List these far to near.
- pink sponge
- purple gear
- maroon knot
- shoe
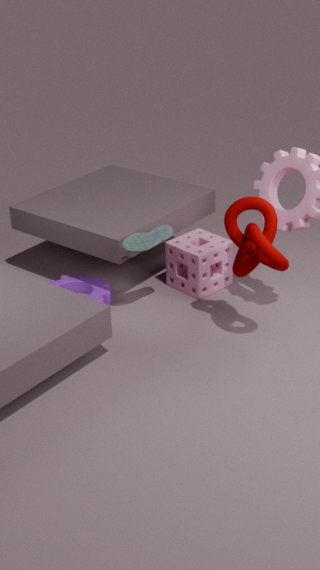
1. purple gear
2. pink sponge
3. shoe
4. maroon knot
